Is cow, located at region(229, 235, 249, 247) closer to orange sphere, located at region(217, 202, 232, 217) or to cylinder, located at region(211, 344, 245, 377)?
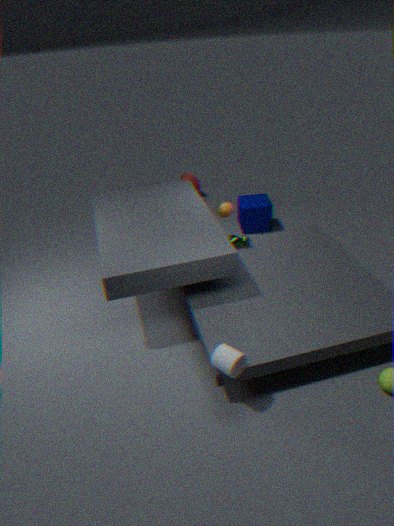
orange sphere, located at region(217, 202, 232, 217)
